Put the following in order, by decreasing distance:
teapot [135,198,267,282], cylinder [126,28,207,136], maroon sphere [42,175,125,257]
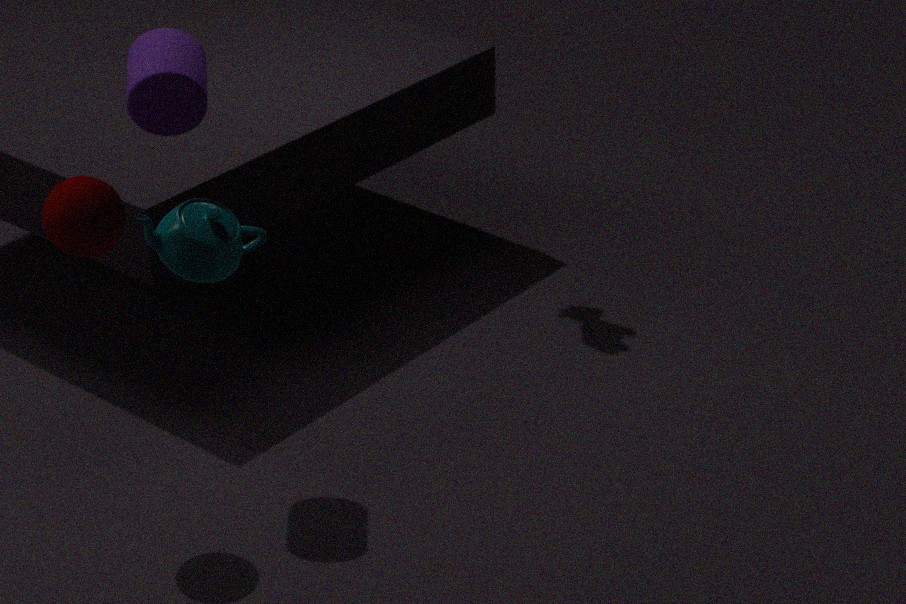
1. cylinder [126,28,207,136]
2. maroon sphere [42,175,125,257]
3. teapot [135,198,267,282]
